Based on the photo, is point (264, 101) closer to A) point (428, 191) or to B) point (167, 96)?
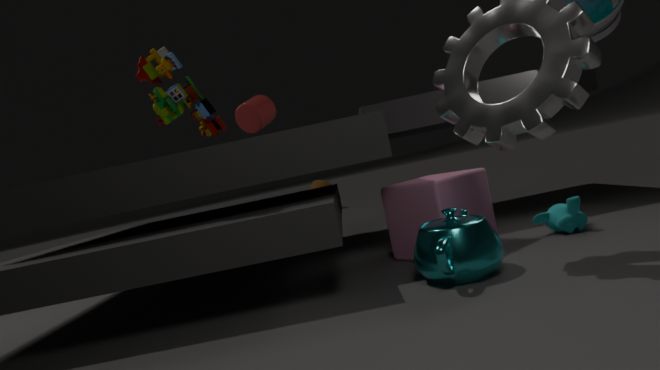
B) point (167, 96)
